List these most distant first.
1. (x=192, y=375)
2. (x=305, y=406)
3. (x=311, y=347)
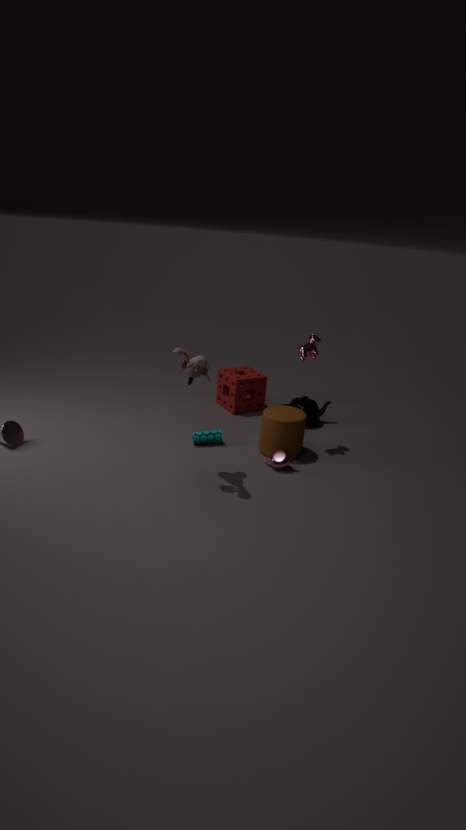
(x=305, y=406) < (x=311, y=347) < (x=192, y=375)
